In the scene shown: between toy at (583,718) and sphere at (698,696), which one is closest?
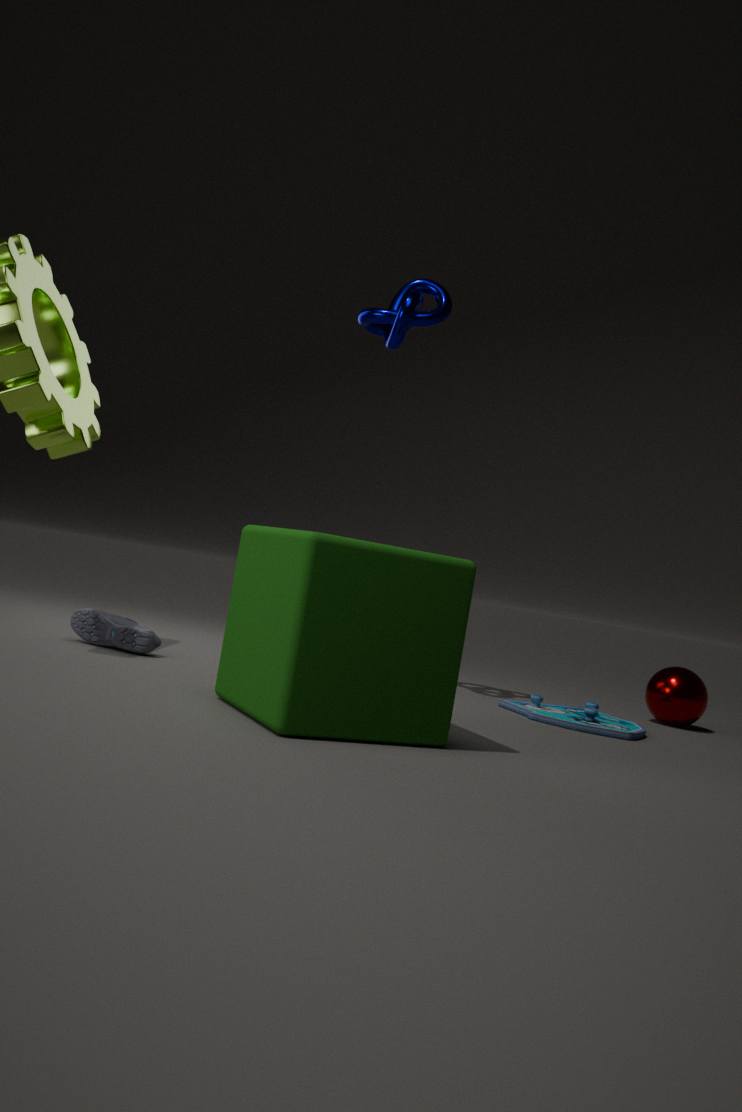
toy at (583,718)
